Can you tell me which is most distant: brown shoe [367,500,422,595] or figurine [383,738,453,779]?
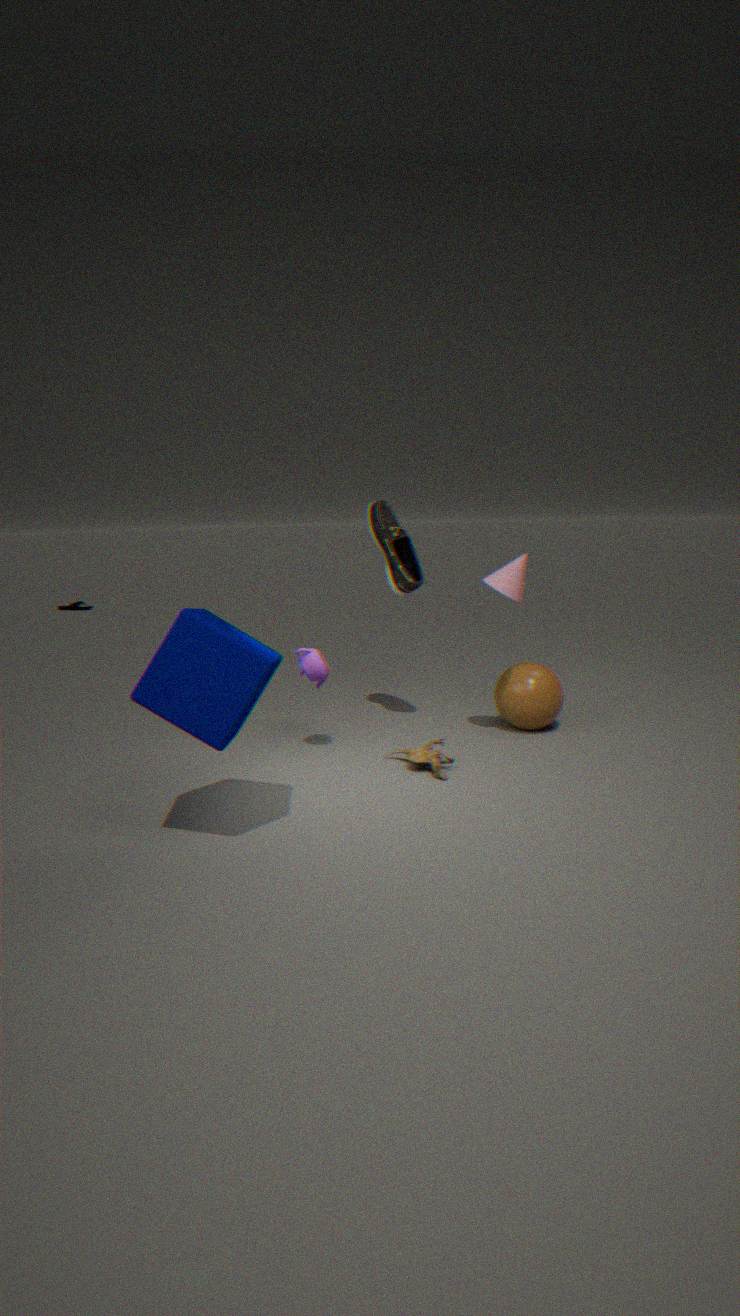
brown shoe [367,500,422,595]
